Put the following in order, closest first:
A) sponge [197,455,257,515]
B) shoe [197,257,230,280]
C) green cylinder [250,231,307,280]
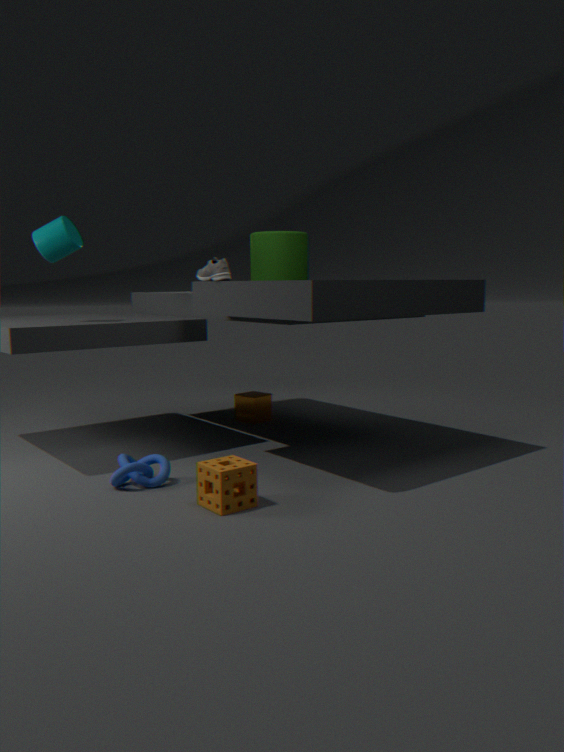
sponge [197,455,257,515] → shoe [197,257,230,280] → green cylinder [250,231,307,280]
